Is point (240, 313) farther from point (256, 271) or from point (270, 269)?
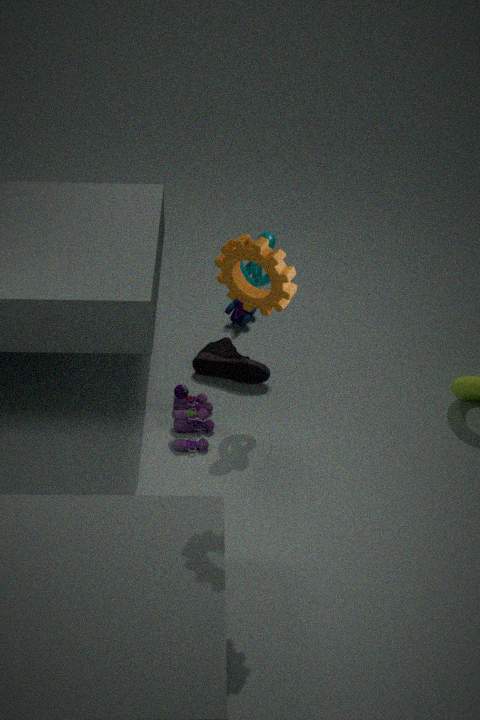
point (270, 269)
